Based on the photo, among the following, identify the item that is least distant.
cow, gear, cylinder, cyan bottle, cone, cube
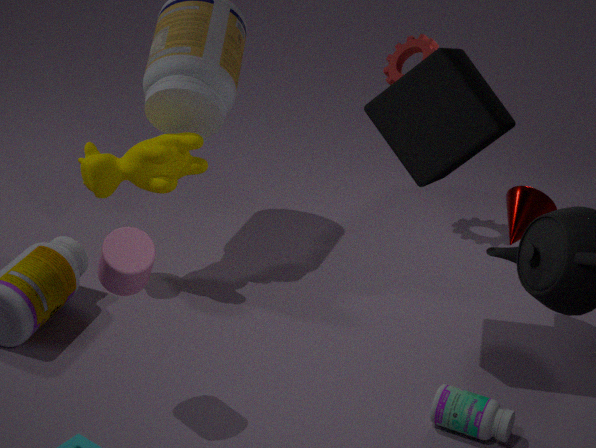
cylinder
